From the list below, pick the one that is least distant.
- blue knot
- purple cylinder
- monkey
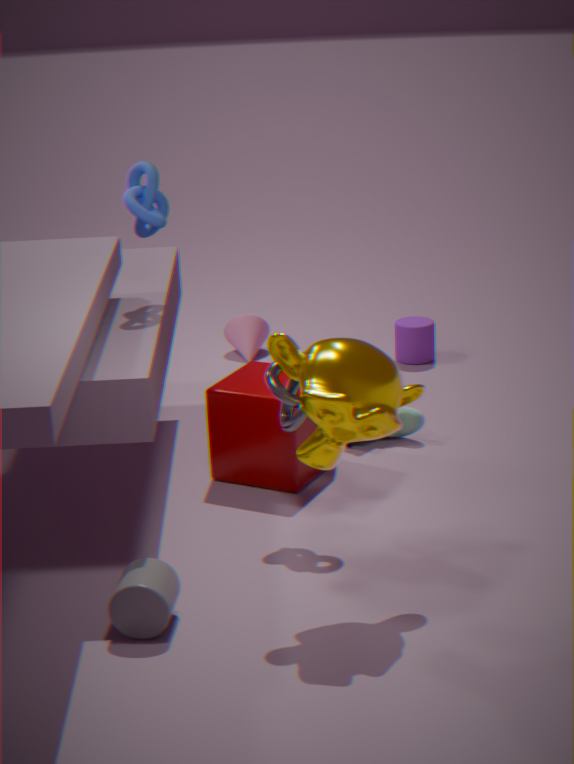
monkey
